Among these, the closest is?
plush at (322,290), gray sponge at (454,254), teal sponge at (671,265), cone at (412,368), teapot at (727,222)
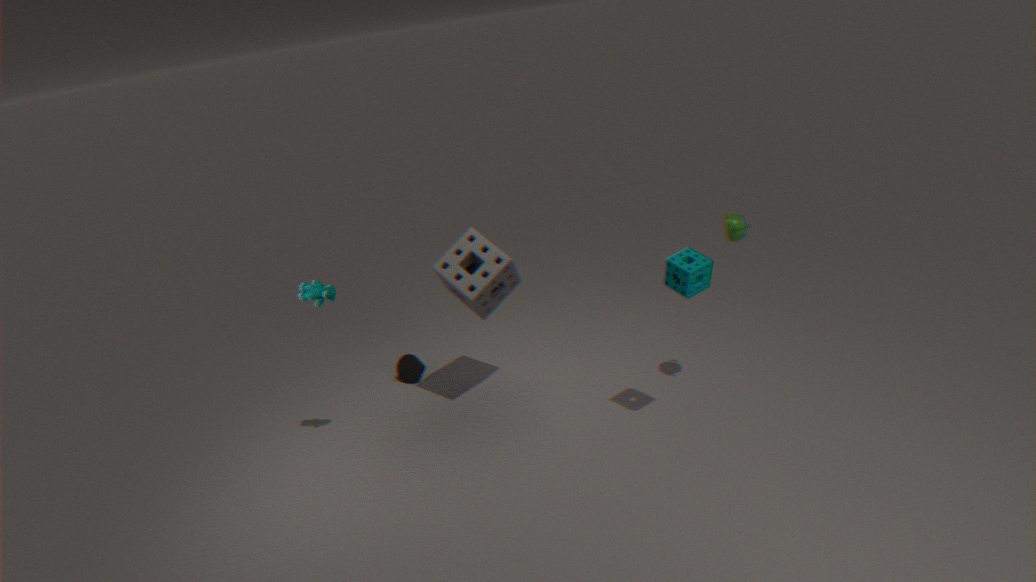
teal sponge at (671,265)
